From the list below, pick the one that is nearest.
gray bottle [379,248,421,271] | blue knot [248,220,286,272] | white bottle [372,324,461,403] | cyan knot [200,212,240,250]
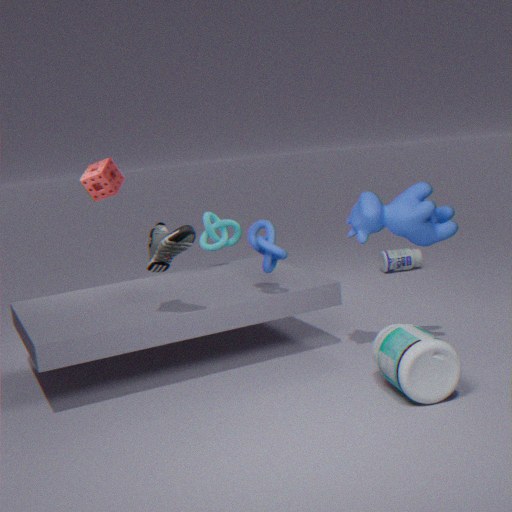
white bottle [372,324,461,403]
